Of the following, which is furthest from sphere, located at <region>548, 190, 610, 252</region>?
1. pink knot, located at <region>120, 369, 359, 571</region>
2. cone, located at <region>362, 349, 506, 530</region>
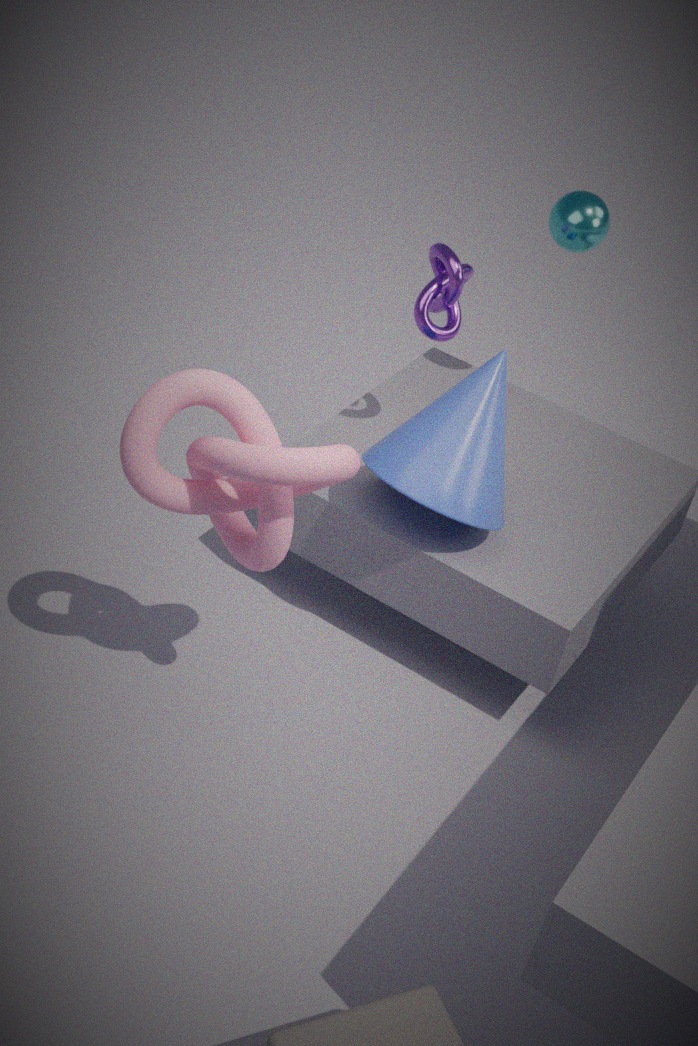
pink knot, located at <region>120, 369, 359, 571</region>
